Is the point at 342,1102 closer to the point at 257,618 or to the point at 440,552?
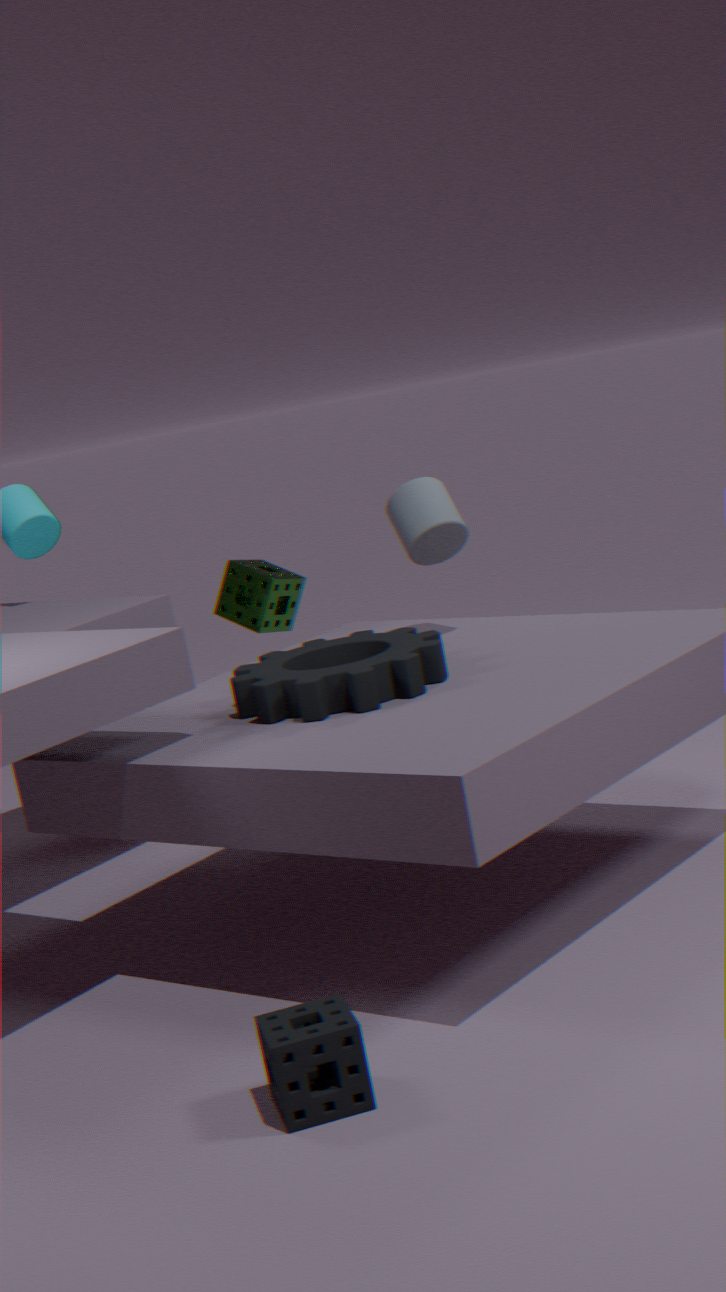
the point at 440,552
